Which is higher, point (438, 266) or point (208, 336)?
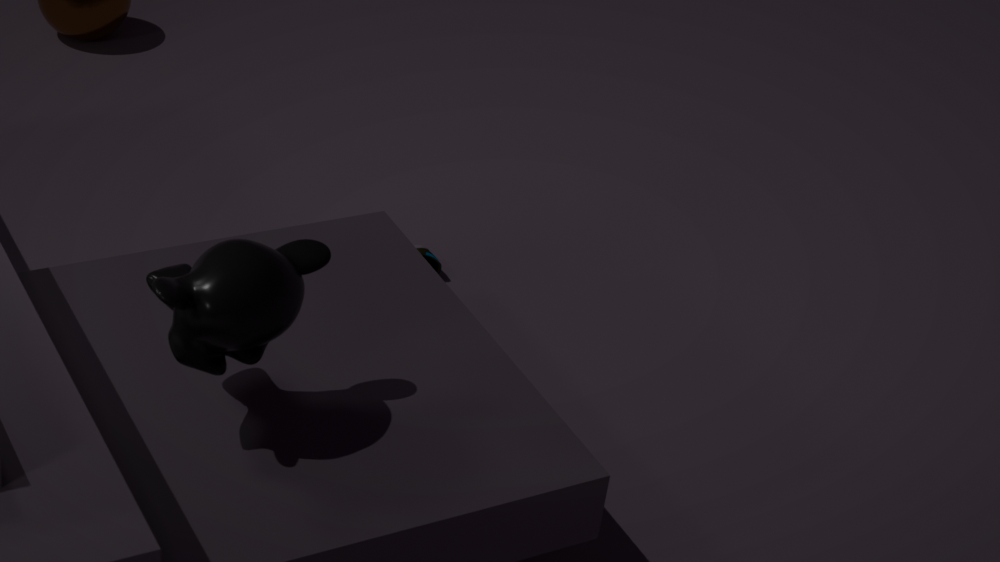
point (208, 336)
